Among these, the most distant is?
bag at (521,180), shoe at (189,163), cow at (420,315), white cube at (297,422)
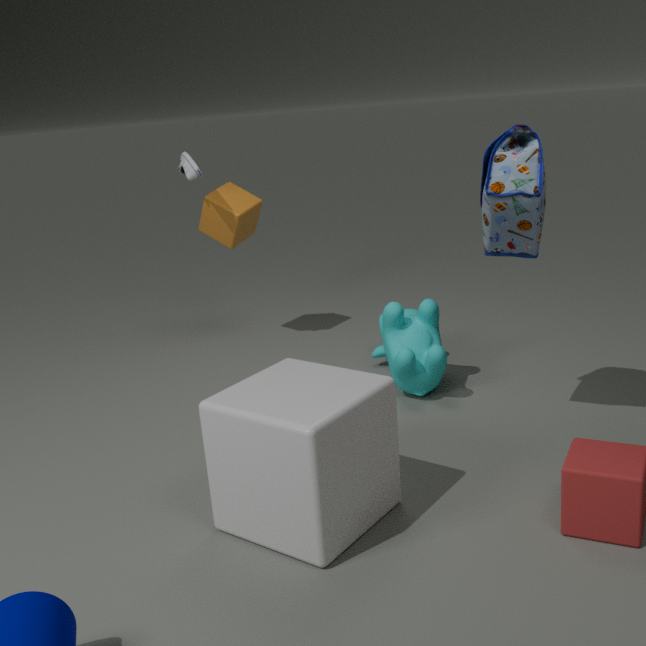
shoe at (189,163)
